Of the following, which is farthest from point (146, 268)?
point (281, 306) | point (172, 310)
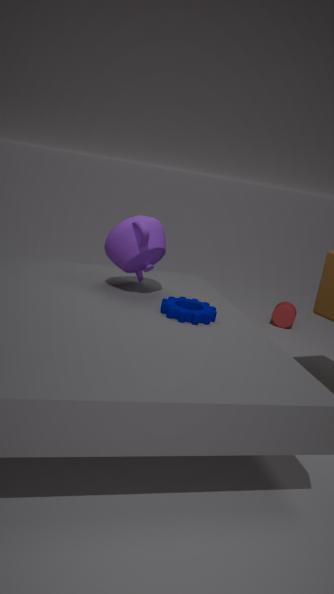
point (281, 306)
